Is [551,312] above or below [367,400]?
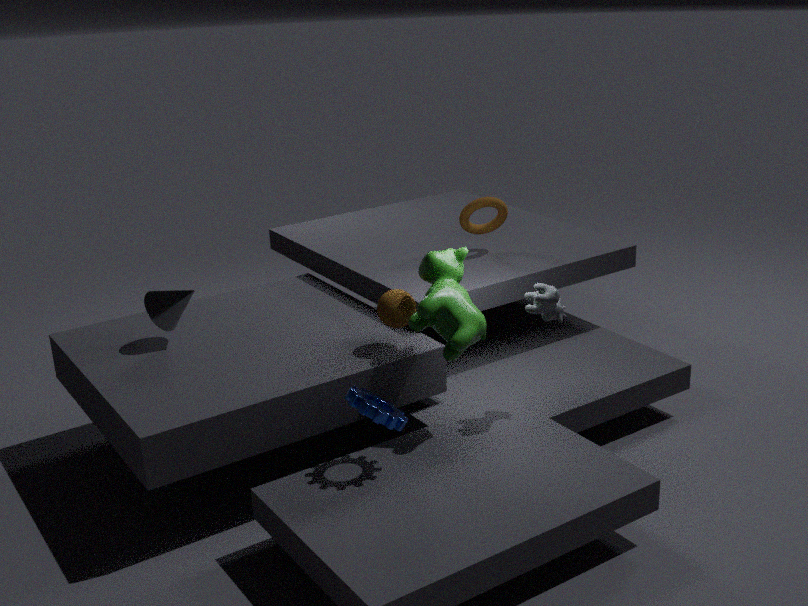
above
